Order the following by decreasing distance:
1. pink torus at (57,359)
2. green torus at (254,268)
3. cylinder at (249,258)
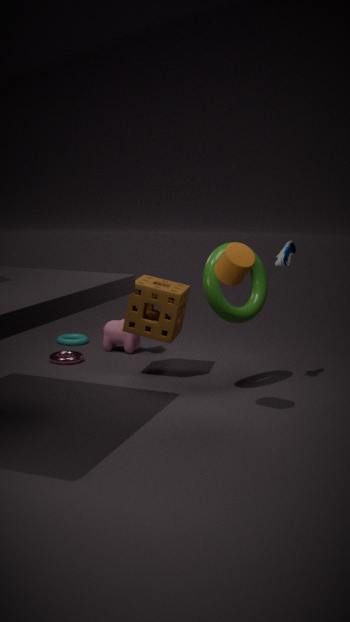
pink torus at (57,359) → green torus at (254,268) → cylinder at (249,258)
